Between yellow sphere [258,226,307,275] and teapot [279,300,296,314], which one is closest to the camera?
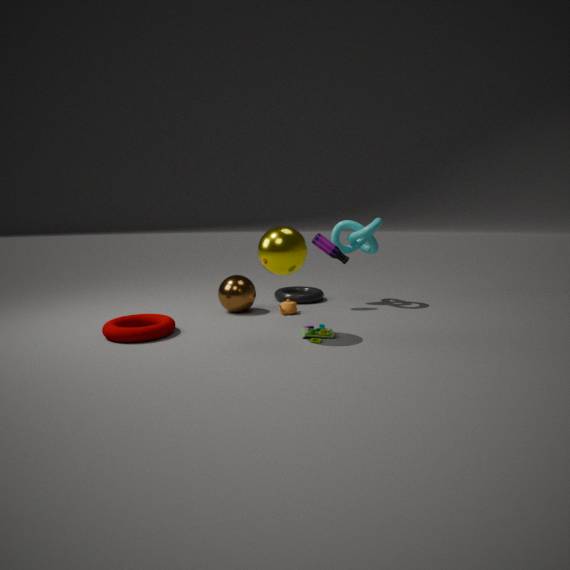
yellow sphere [258,226,307,275]
